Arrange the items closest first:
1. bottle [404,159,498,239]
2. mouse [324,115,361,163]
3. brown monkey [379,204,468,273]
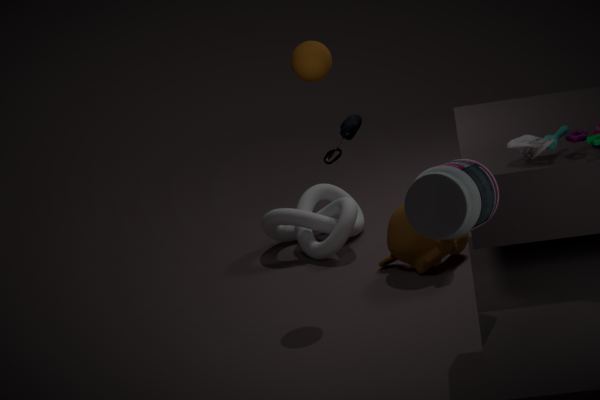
1. bottle [404,159,498,239]
2. mouse [324,115,361,163]
3. brown monkey [379,204,468,273]
